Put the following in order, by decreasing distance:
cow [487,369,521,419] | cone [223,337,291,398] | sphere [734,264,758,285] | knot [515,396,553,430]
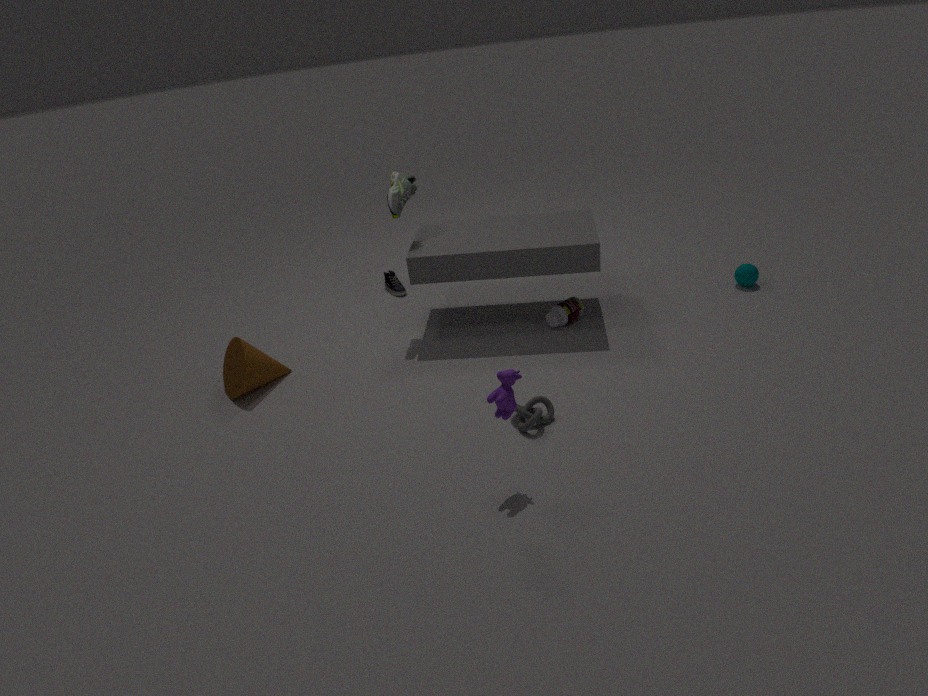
sphere [734,264,758,285] → cone [223,337,291,398] → knot [515,396,553,430] → cow [487,369,521,419]
